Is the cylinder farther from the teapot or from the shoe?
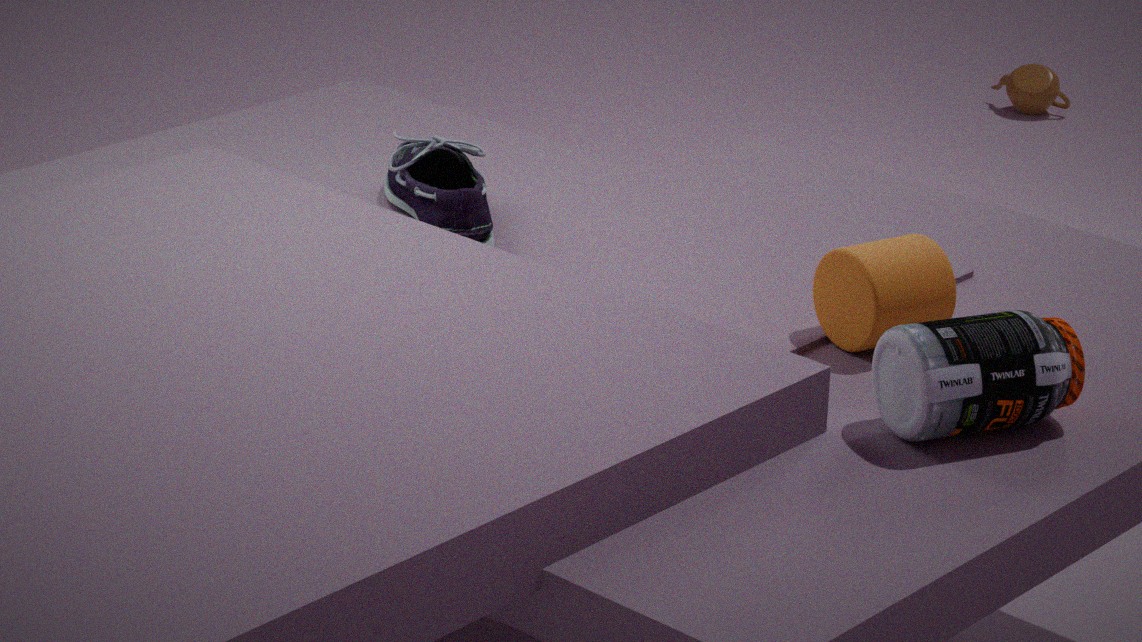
the teapot
